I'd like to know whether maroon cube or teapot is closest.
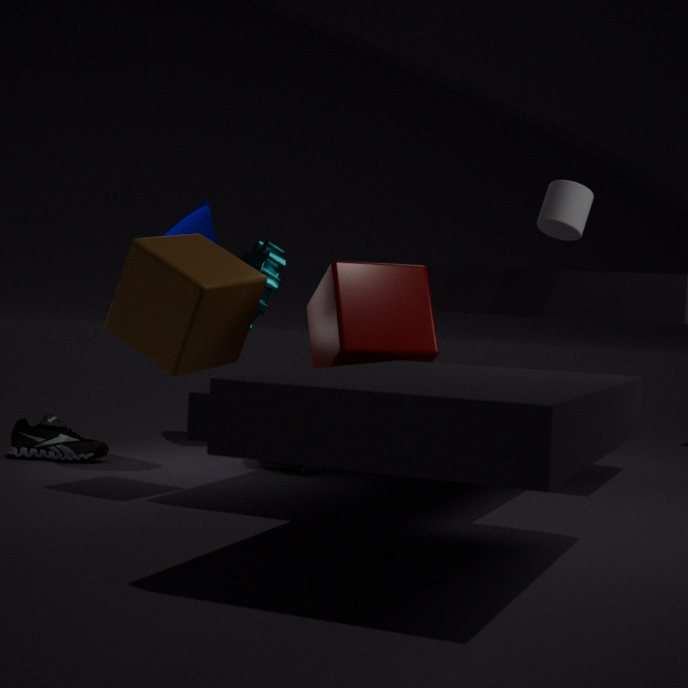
maroon cube
